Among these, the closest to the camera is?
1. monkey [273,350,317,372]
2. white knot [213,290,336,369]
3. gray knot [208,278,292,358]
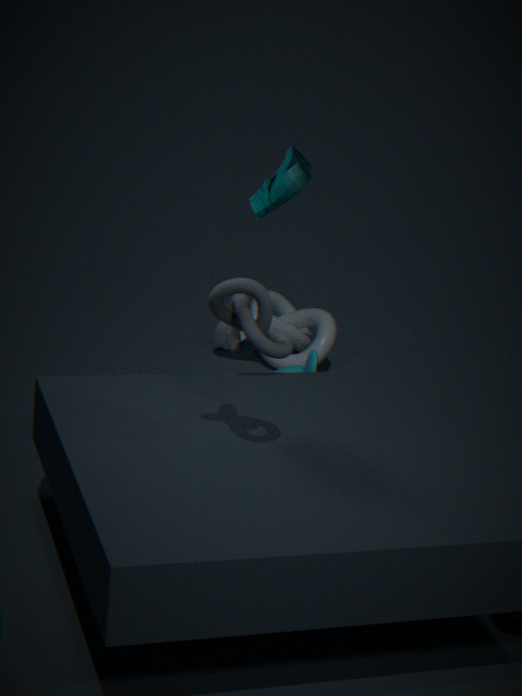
gray knot [208,278,292,358]
